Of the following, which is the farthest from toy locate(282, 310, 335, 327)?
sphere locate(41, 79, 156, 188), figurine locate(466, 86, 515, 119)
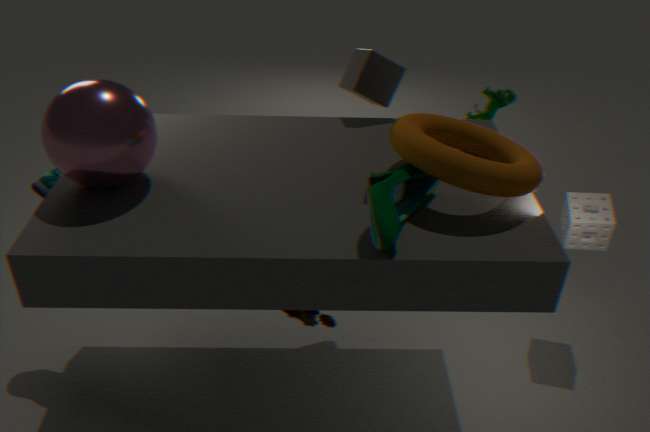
figurine locate(466, 86, 515, 119)
